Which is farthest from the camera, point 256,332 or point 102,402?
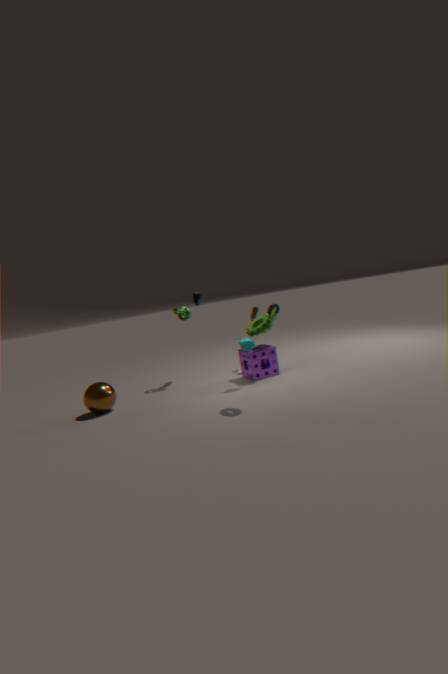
point 102,402
